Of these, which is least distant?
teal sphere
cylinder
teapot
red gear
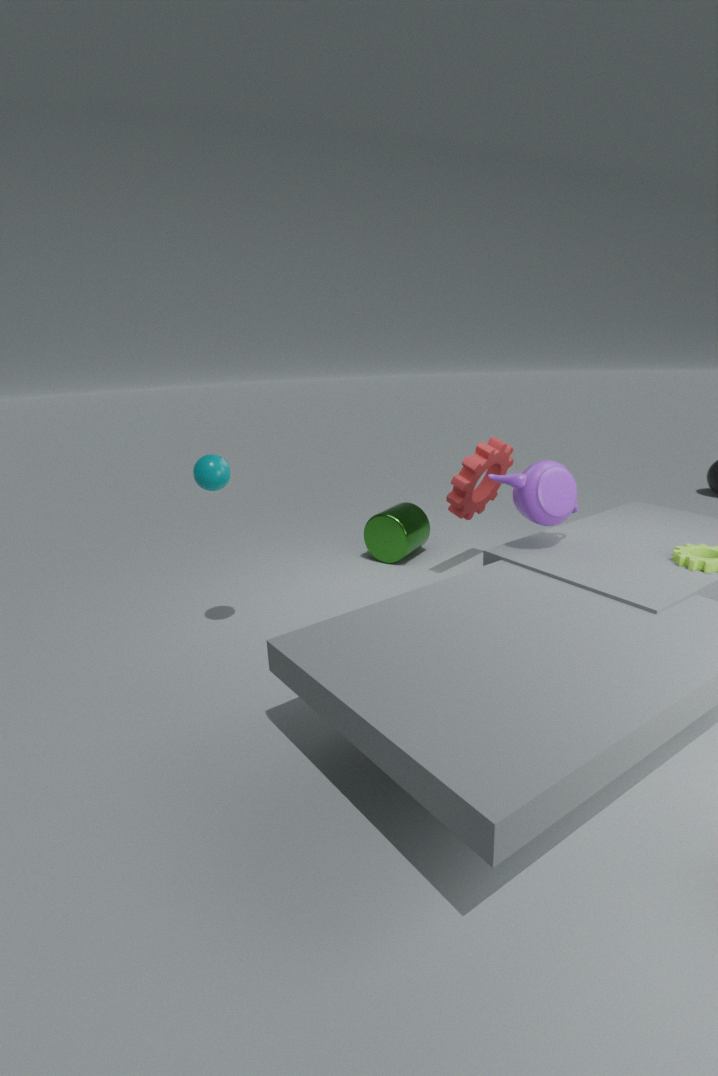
teal sphere
